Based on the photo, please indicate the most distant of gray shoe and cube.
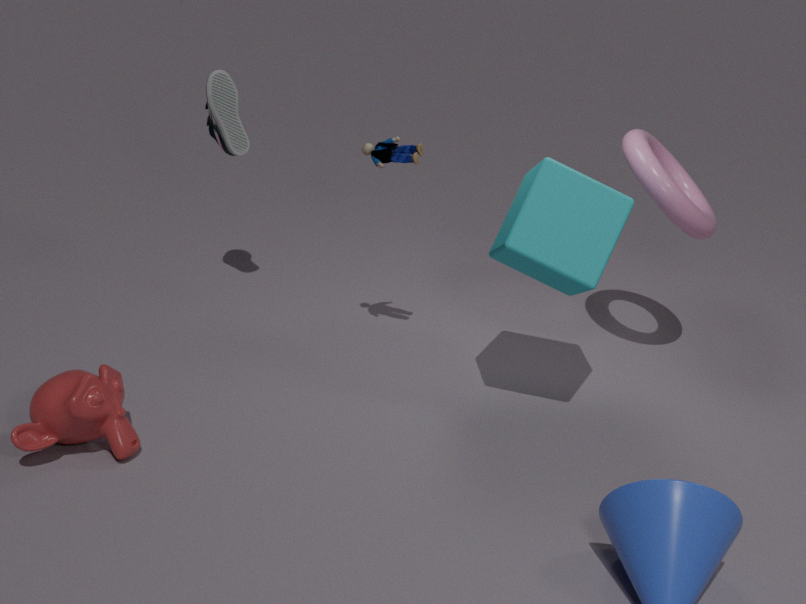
gray shoe
